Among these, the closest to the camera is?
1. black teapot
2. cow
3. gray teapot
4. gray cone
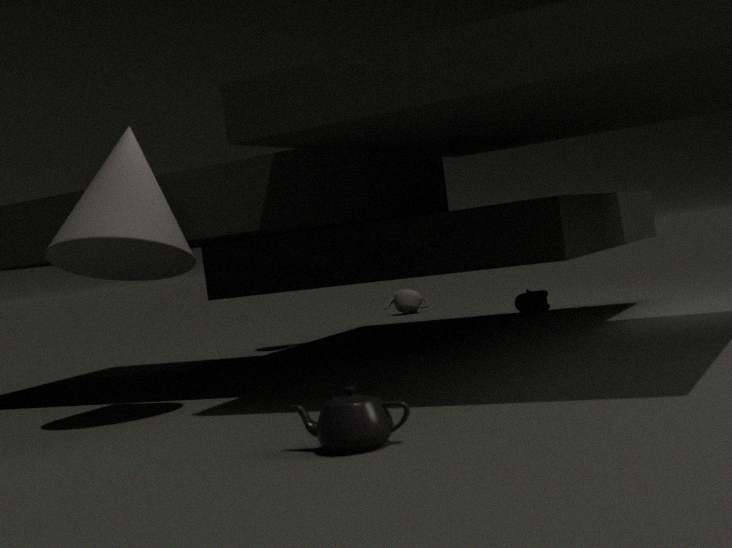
black teapot
